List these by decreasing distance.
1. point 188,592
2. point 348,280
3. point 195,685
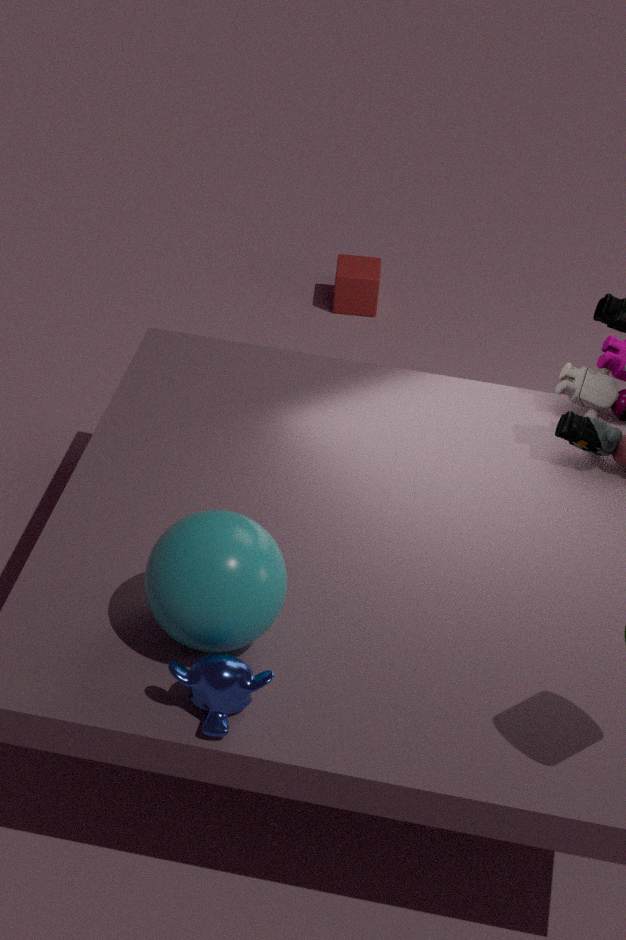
point 348,280 → point 188,592 → point 195,685
